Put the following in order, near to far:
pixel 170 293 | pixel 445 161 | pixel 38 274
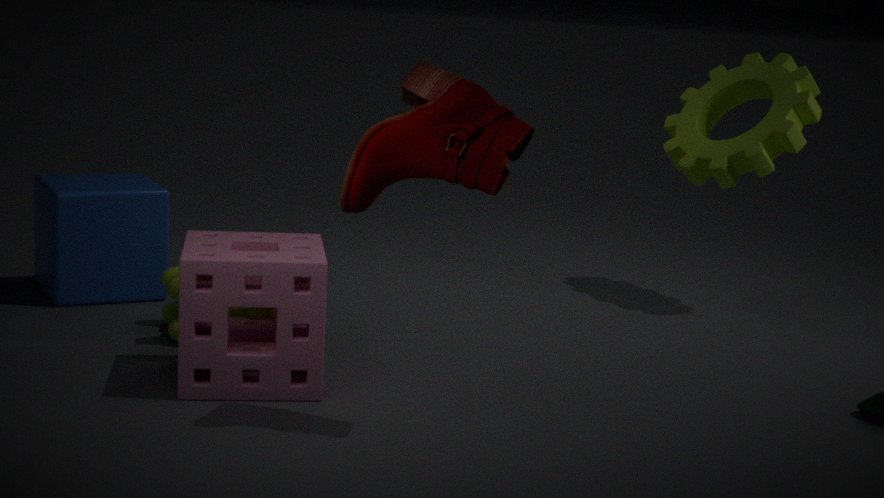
1. pixel 445 161
2. pixel 170 293
3. pixel 38 274
